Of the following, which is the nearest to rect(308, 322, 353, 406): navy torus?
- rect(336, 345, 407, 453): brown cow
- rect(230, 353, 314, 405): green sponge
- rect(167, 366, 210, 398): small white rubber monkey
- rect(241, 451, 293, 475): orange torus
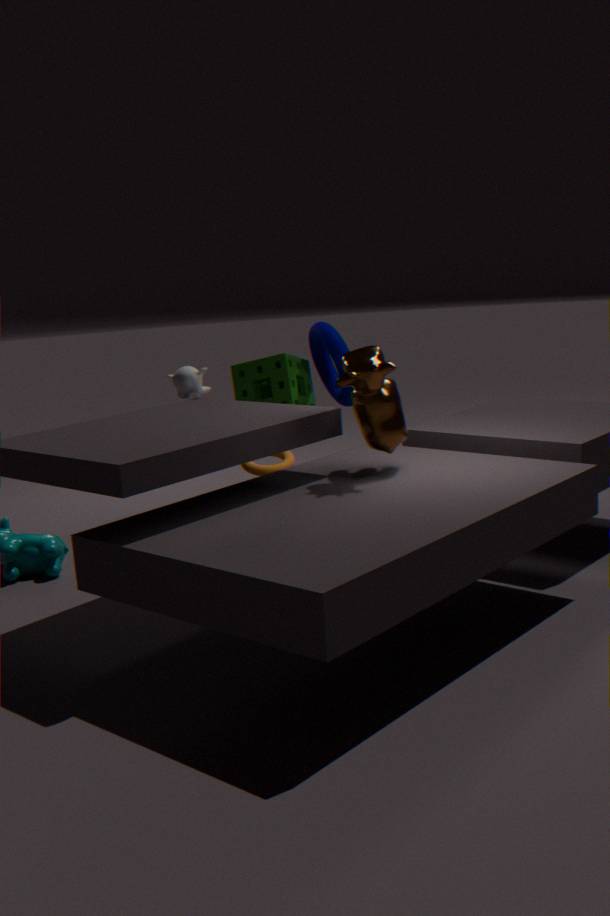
rect(230, 353, 314, 405): green sponge
